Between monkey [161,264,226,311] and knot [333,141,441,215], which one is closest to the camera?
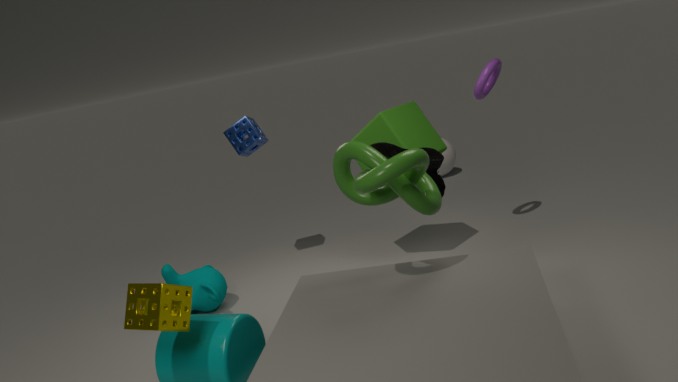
knot [333,141,441,215]
